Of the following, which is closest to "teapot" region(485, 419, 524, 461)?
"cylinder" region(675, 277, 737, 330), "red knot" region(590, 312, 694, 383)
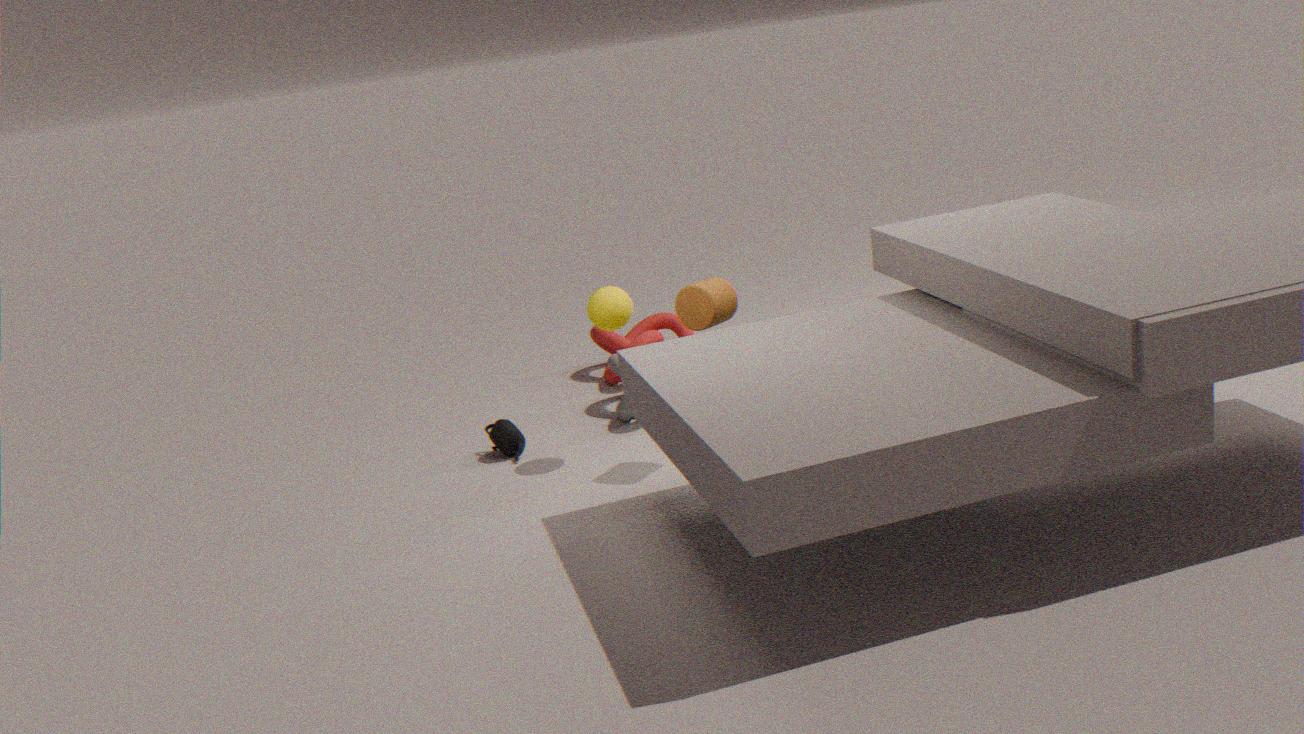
"red knot" region(590, 312, 694, 383)
